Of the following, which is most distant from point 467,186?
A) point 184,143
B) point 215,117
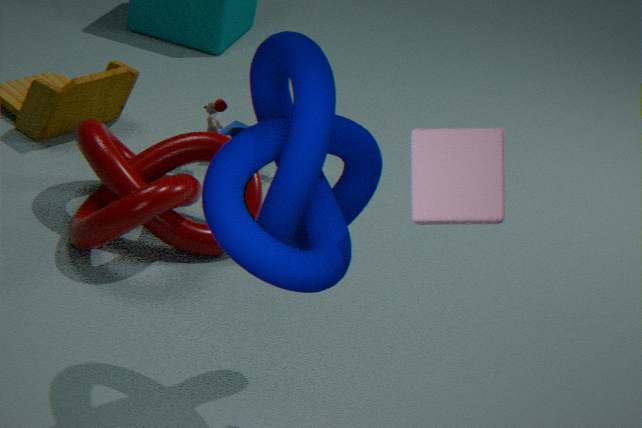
point 215,117
